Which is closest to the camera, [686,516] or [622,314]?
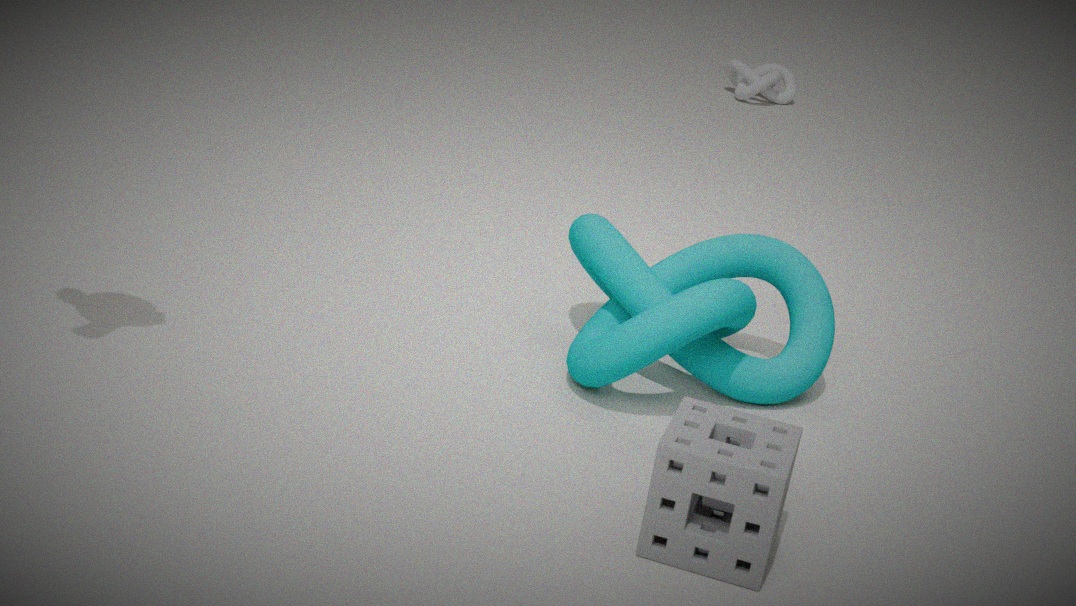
[686,516]
